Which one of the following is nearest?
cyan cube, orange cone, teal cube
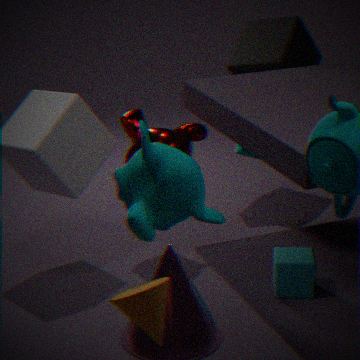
orange cone
